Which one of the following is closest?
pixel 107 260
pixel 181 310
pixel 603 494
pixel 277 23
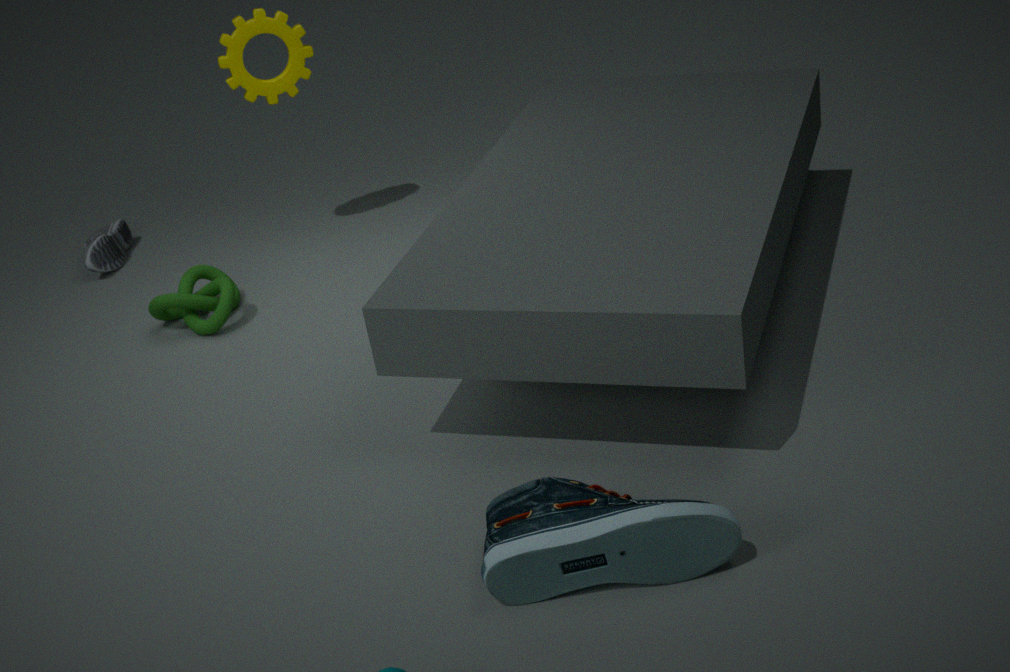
pixel 603 494
